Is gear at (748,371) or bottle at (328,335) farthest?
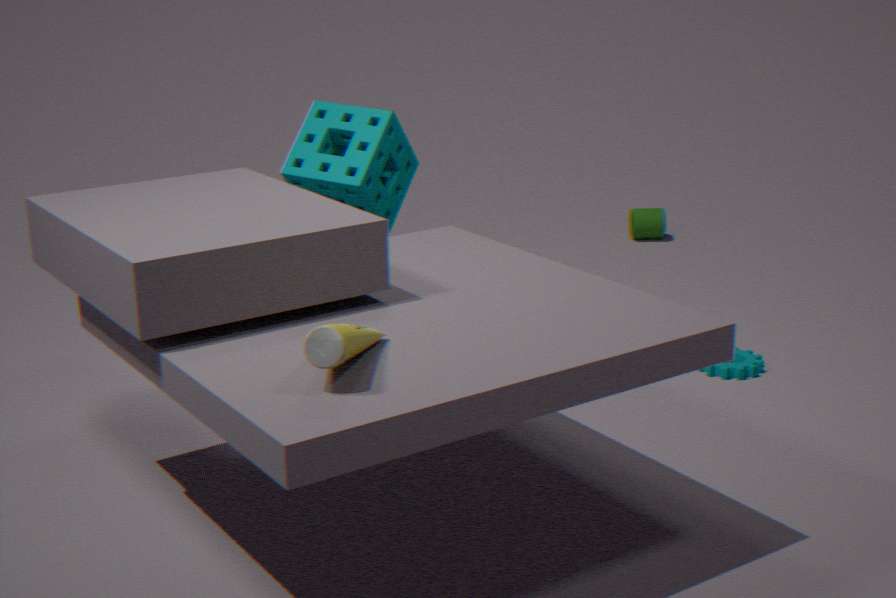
gear at (748,371)
